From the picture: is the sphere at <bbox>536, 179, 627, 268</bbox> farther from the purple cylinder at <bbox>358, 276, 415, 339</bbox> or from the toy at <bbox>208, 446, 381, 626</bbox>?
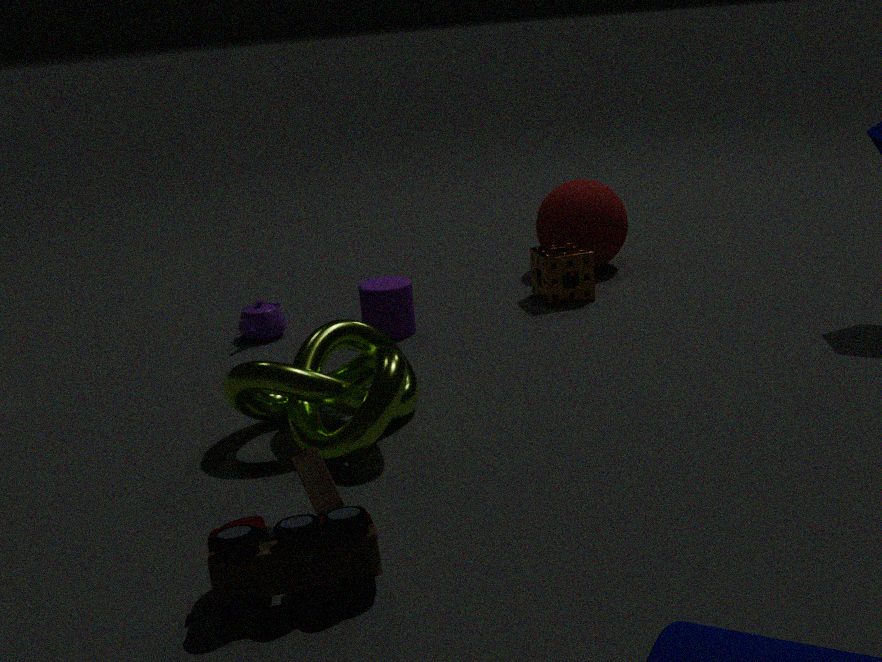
the toy at <bbox>208, 446, 381, 626</bbox>
